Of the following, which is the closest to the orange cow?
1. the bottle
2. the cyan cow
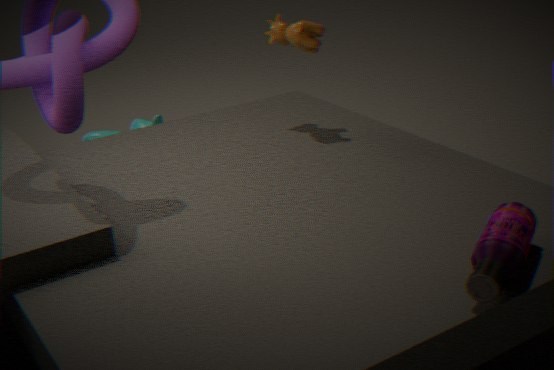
→ the cyan cow
